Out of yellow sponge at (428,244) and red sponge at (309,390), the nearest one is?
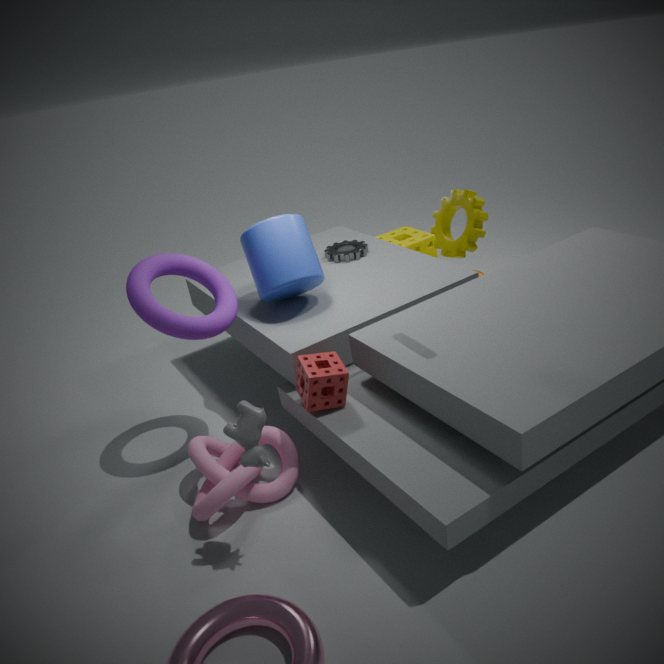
red sponge at (309,390)
